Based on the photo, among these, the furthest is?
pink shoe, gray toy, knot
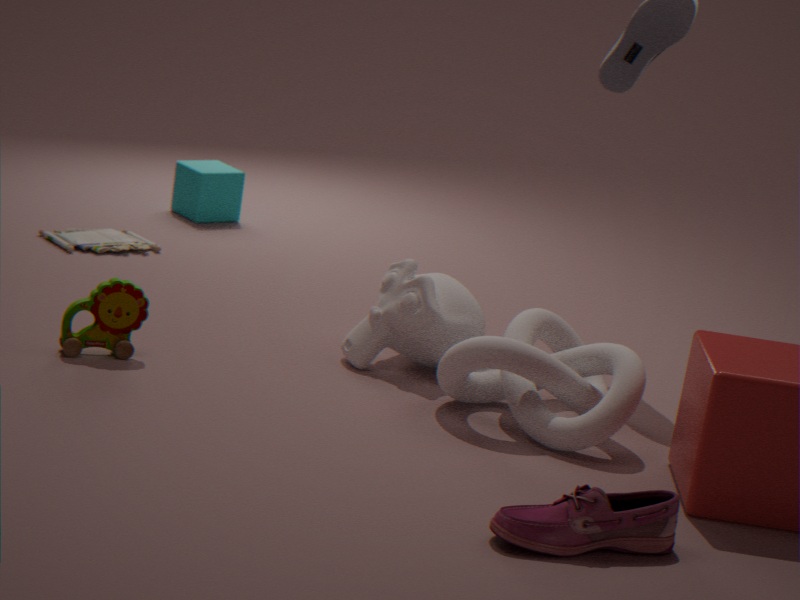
gray toy
